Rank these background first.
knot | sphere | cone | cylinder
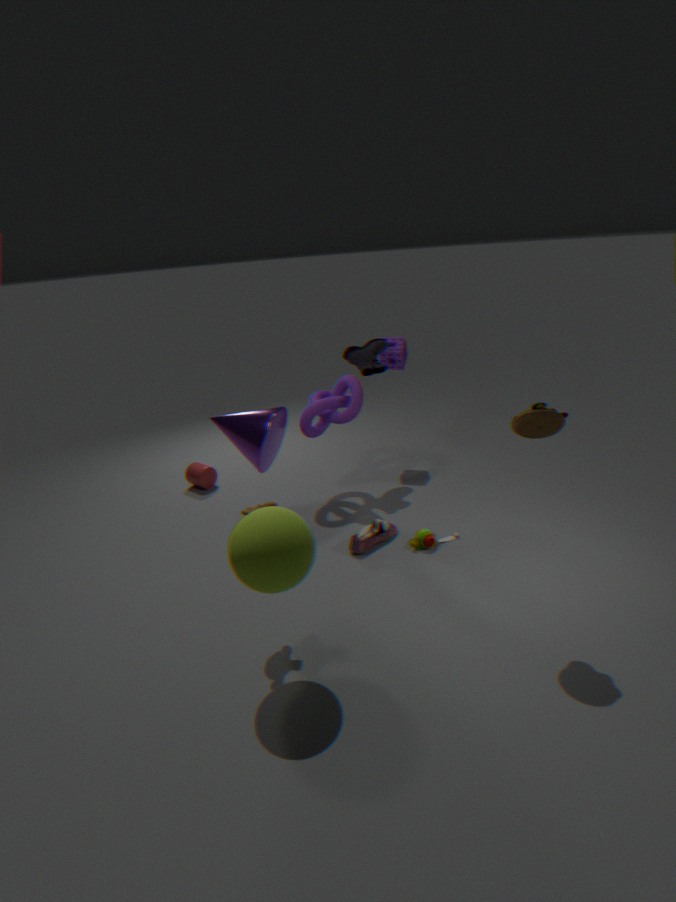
cylinder, knot, cone, sphere
